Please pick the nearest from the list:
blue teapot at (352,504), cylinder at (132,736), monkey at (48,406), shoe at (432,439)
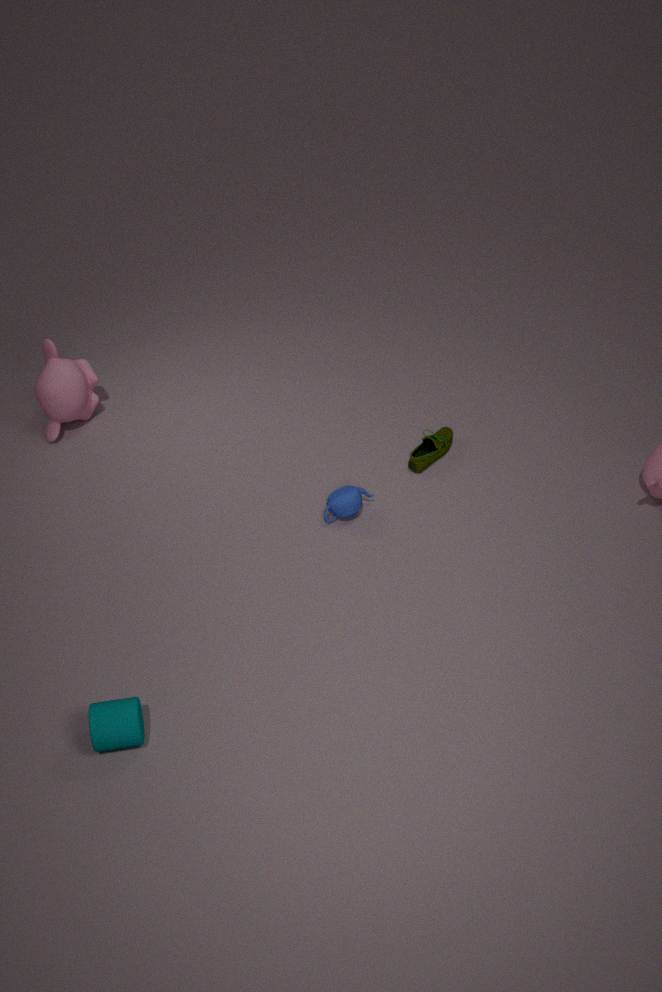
cylinder at (132,736)
